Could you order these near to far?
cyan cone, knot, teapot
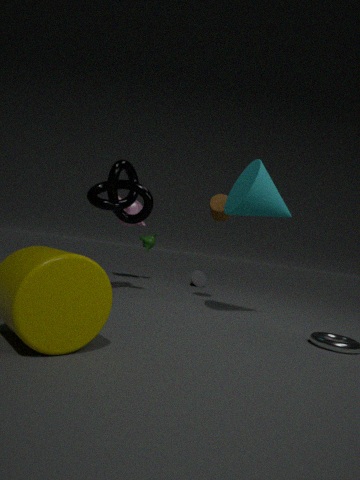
cyan cone, knot, teapot
